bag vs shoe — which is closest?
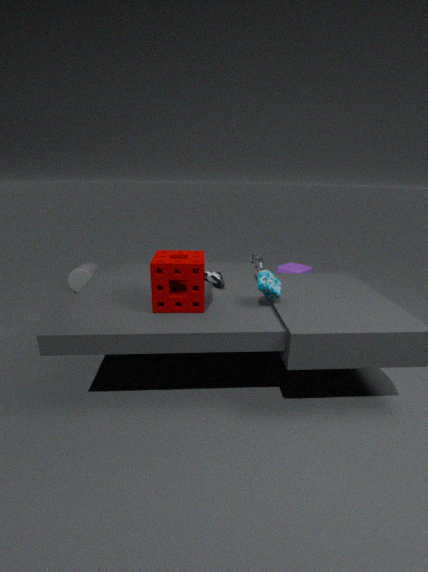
bag
